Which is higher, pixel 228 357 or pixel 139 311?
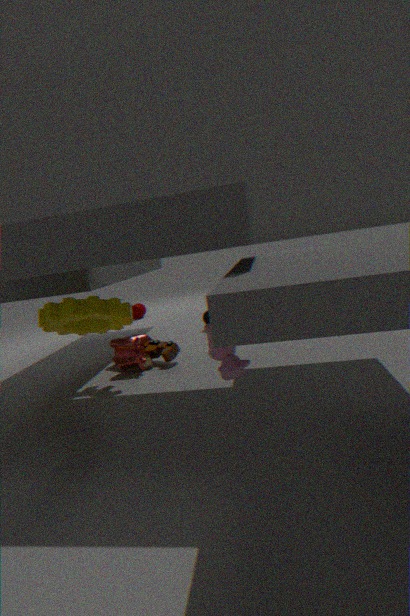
pixel 228 357
